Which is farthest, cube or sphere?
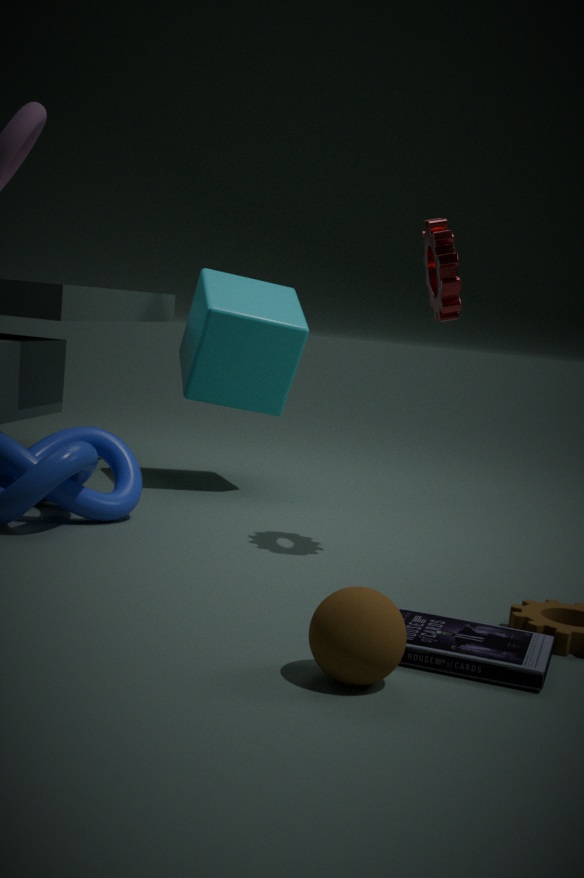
cube
